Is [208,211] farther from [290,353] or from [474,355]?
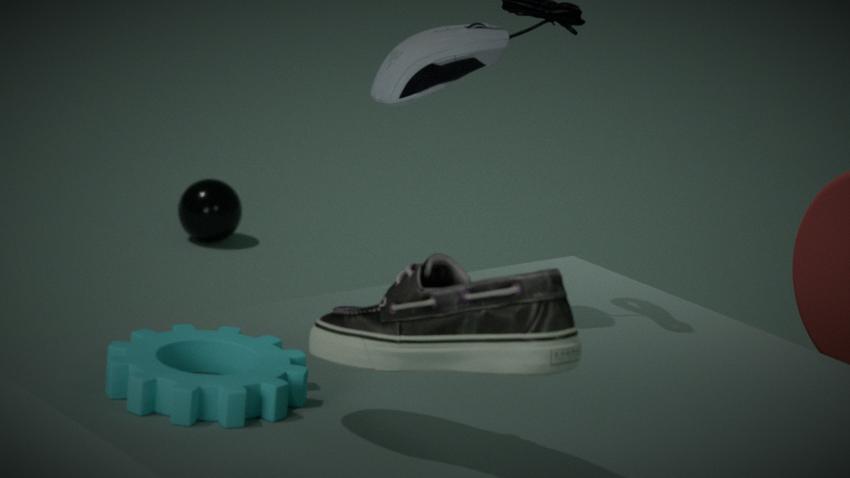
[474,355]
